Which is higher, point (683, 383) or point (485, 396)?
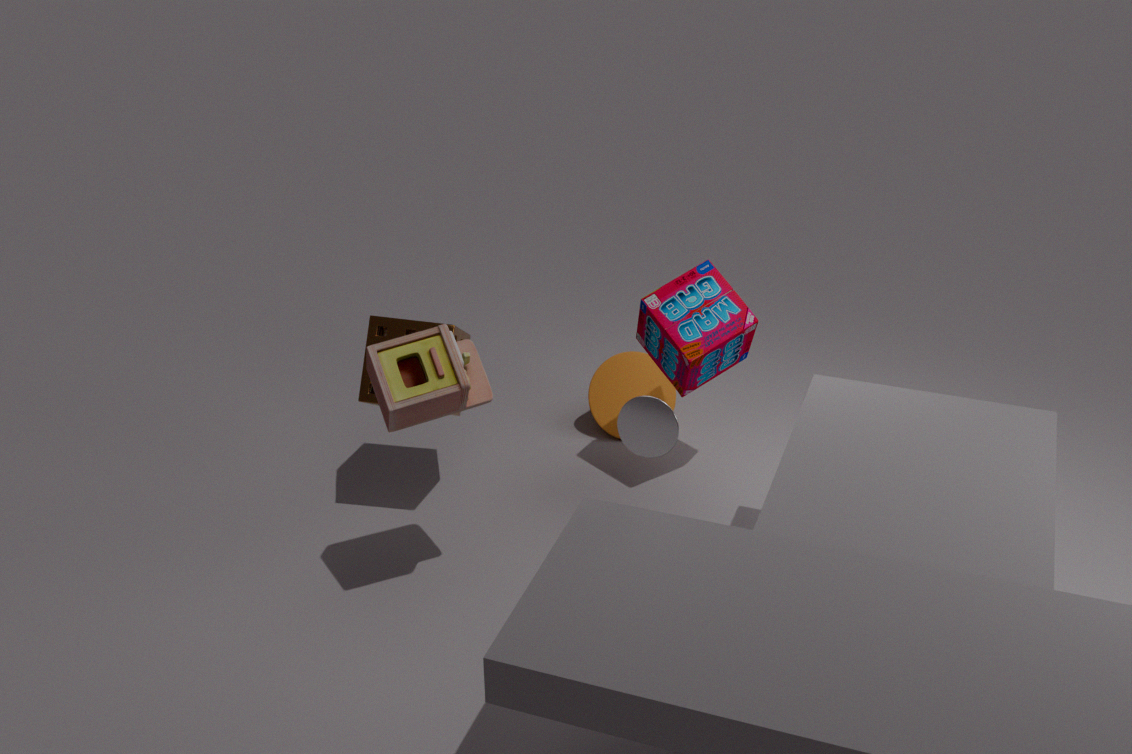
point (485, 396)
